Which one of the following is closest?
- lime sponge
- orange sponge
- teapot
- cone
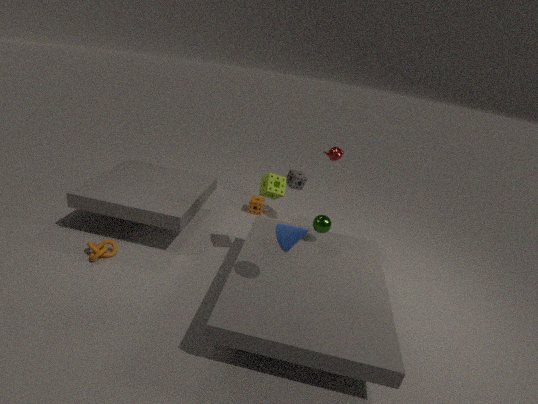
cone
